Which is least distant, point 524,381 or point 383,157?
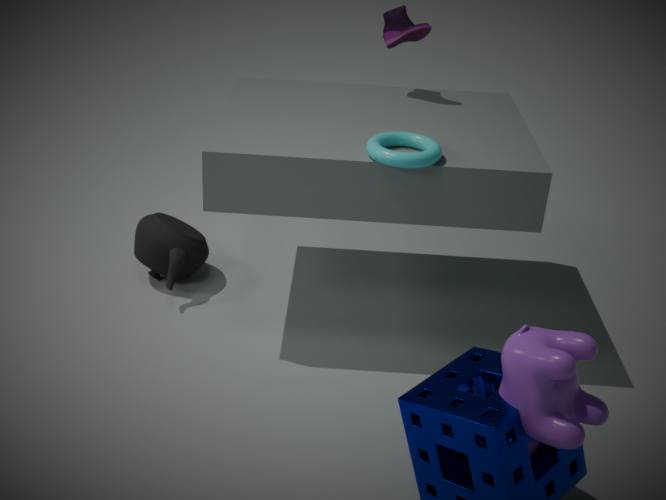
point 524,381
